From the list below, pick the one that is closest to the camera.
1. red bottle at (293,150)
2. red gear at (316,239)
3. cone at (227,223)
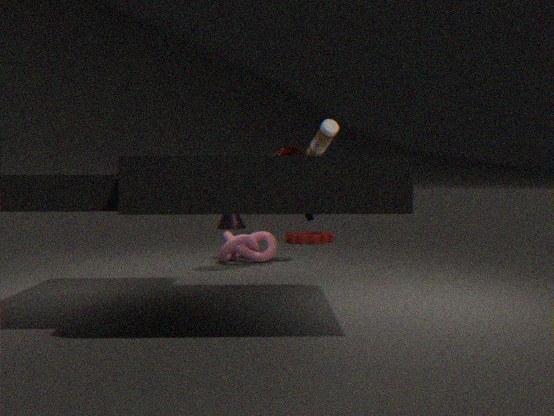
red bottle at (293,150)
